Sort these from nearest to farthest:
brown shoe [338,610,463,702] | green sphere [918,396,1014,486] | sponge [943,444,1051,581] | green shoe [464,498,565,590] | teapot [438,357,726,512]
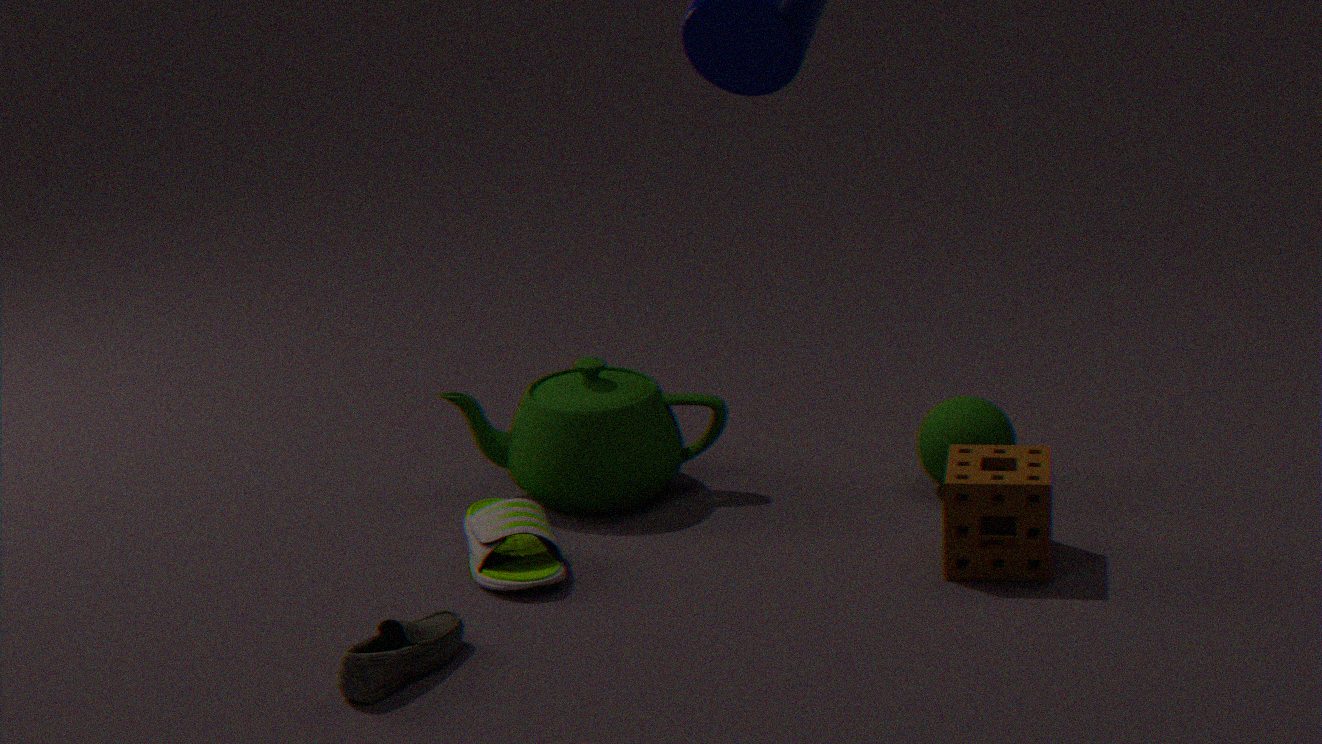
brown shoe [338,610,463,702], sponge [943,444,1051,581], green shoe [464,498,565,590], teapot [438,357,726,512], green sphere [918,396,1014,486]
